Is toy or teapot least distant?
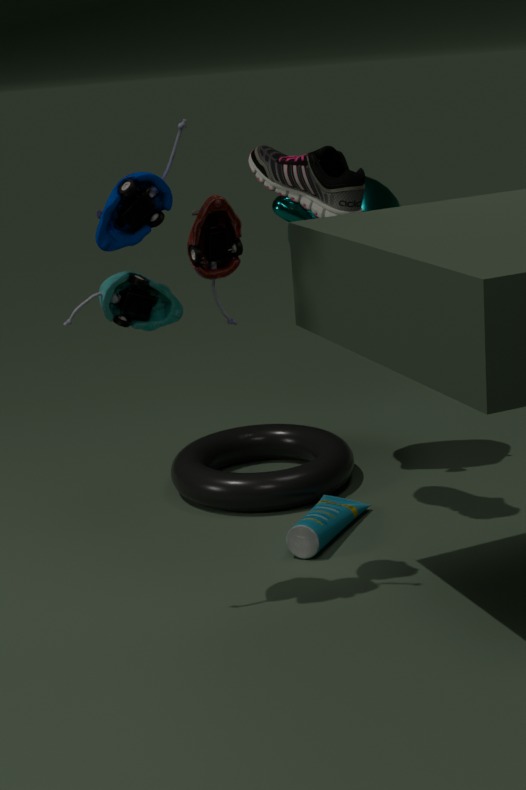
toy
